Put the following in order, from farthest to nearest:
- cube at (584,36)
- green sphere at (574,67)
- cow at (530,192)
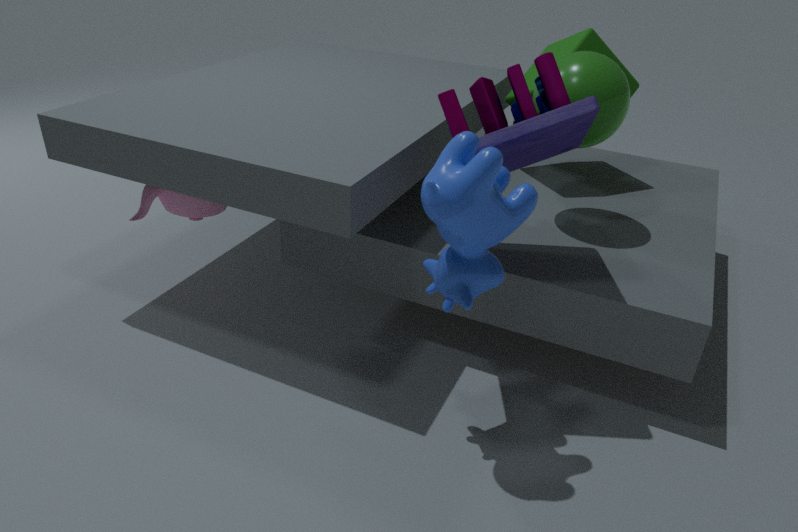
1. cube at (584,36)
2. green sphere at (574,67)
3. cow at (530,192)
